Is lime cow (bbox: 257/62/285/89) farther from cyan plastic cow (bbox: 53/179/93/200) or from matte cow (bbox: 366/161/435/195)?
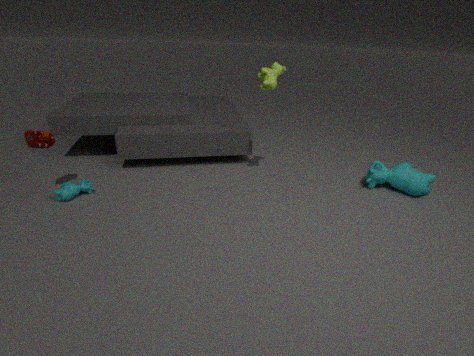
cyan plastic cow (bbox: 53/179/93/200)
